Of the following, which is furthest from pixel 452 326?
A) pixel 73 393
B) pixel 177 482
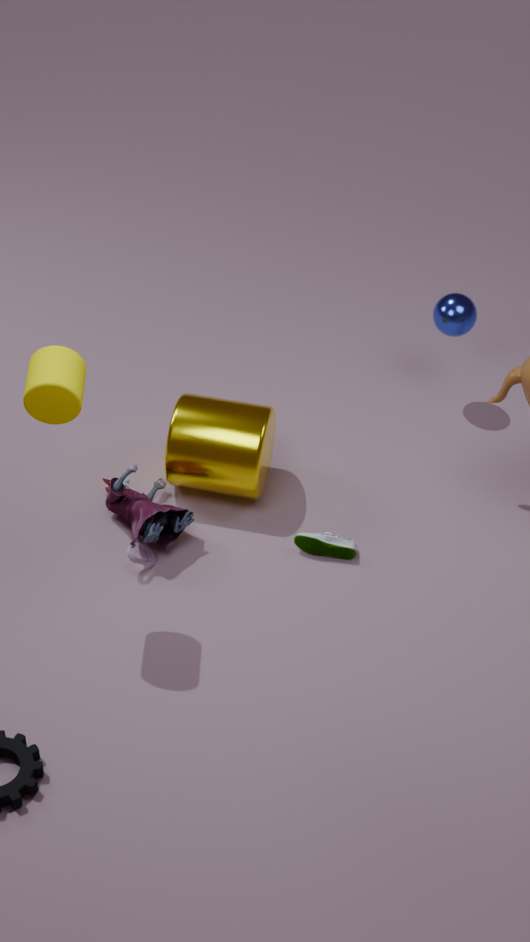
pixel 73 393
